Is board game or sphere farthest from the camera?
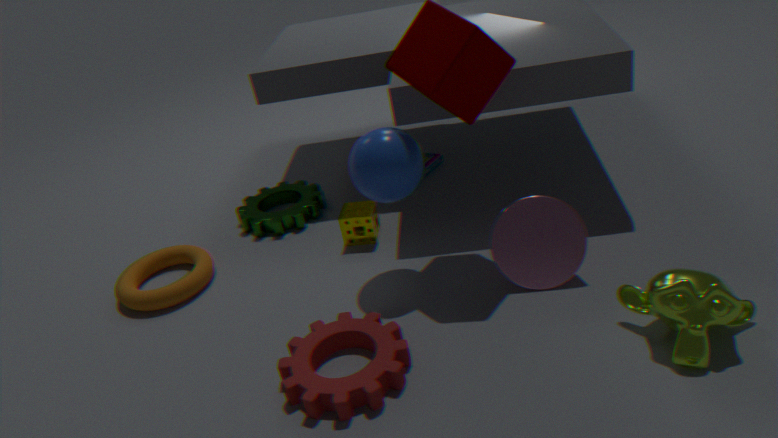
board game
